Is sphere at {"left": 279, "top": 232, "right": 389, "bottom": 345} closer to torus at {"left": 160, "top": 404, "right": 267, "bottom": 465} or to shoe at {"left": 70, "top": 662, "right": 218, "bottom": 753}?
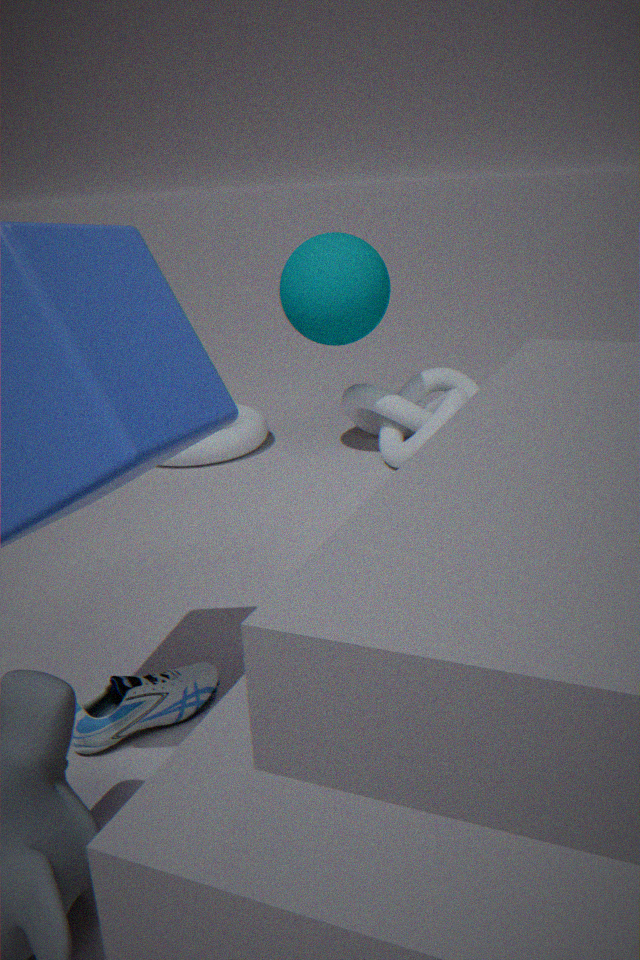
torus at {"left": 160, "top": 404, "right": 267, "bottom": 465}
